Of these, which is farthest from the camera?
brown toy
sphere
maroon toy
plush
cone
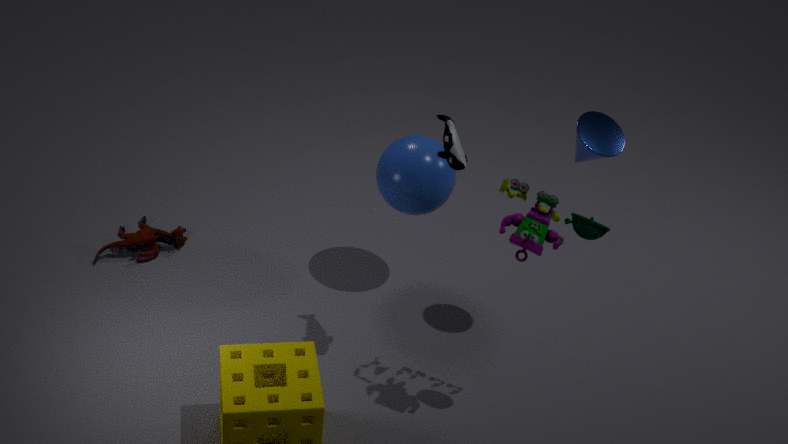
maroon toy
